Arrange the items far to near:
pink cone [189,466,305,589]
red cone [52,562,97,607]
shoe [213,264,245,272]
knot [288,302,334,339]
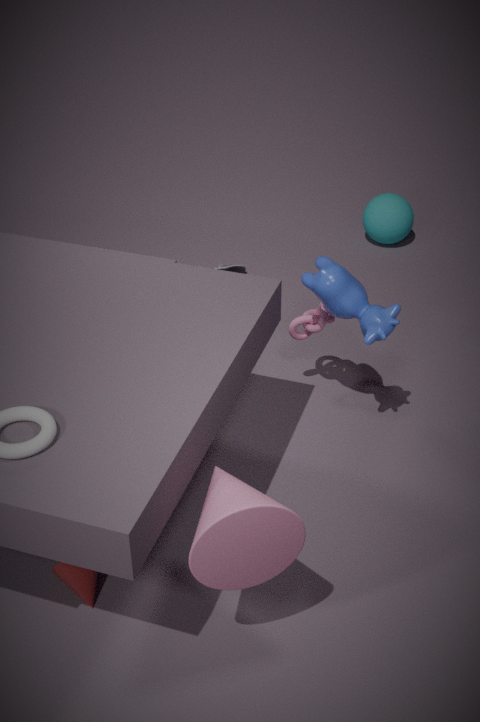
1. shoe [213,264,245,272]
2. knot [288,302,334,339]
3. red cone [52,562,97,607]
4. pink cone [189,466,305,589]
